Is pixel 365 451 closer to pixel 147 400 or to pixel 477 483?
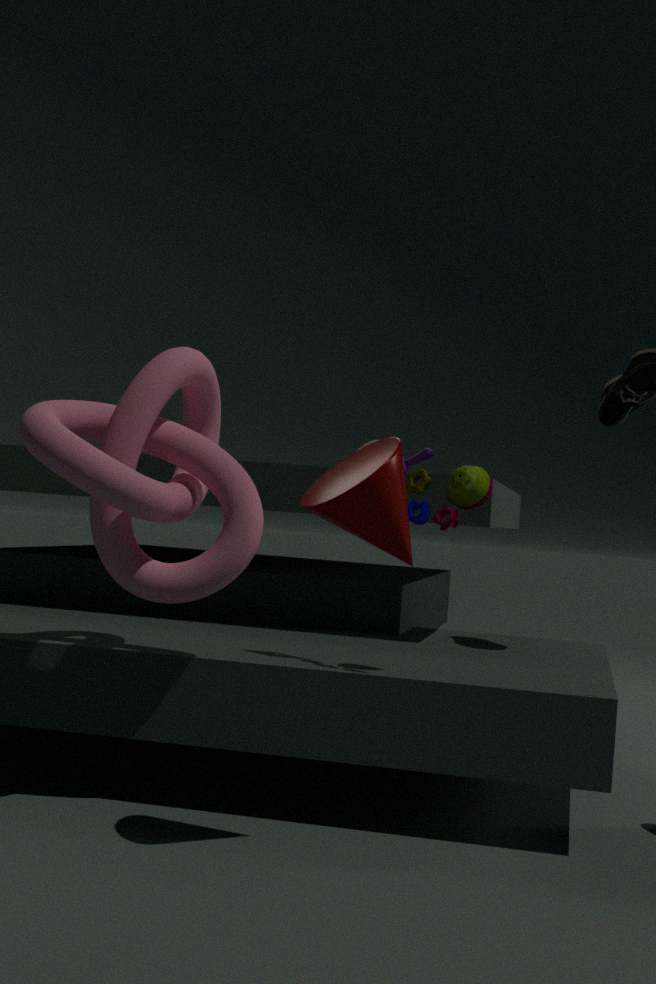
pixel 477 483
